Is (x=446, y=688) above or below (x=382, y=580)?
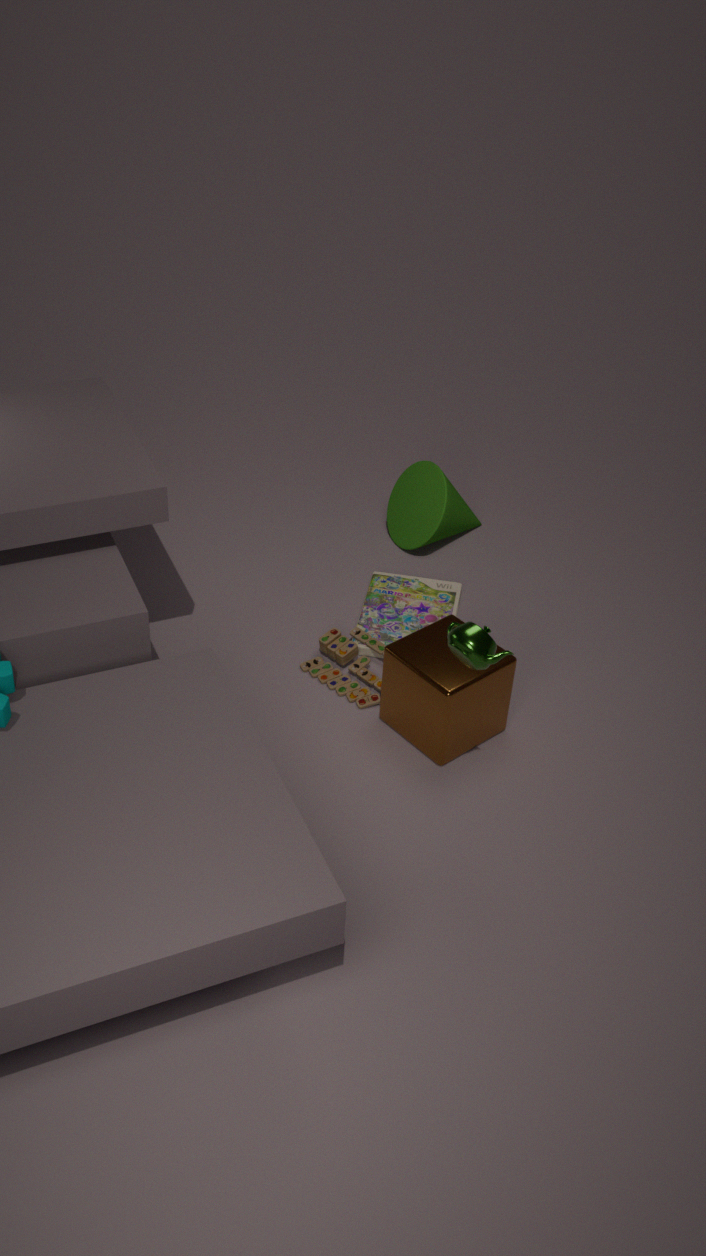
above
